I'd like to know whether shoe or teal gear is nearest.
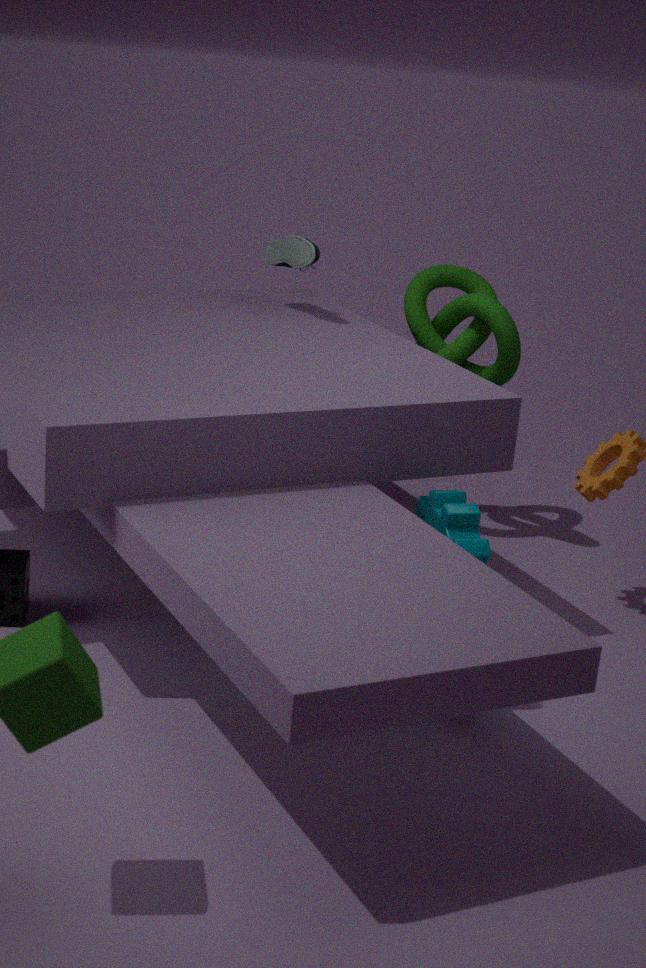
teal gear
